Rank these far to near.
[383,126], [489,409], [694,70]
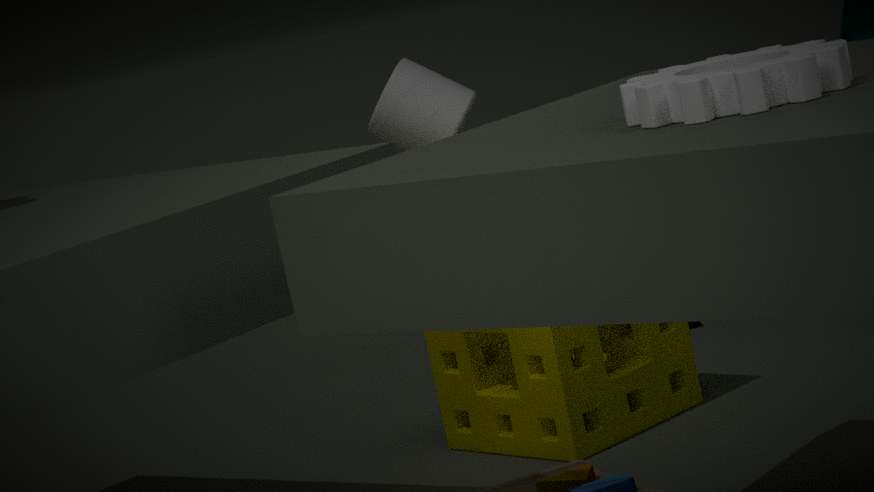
[383,126] < [489,409] < [694,70]
